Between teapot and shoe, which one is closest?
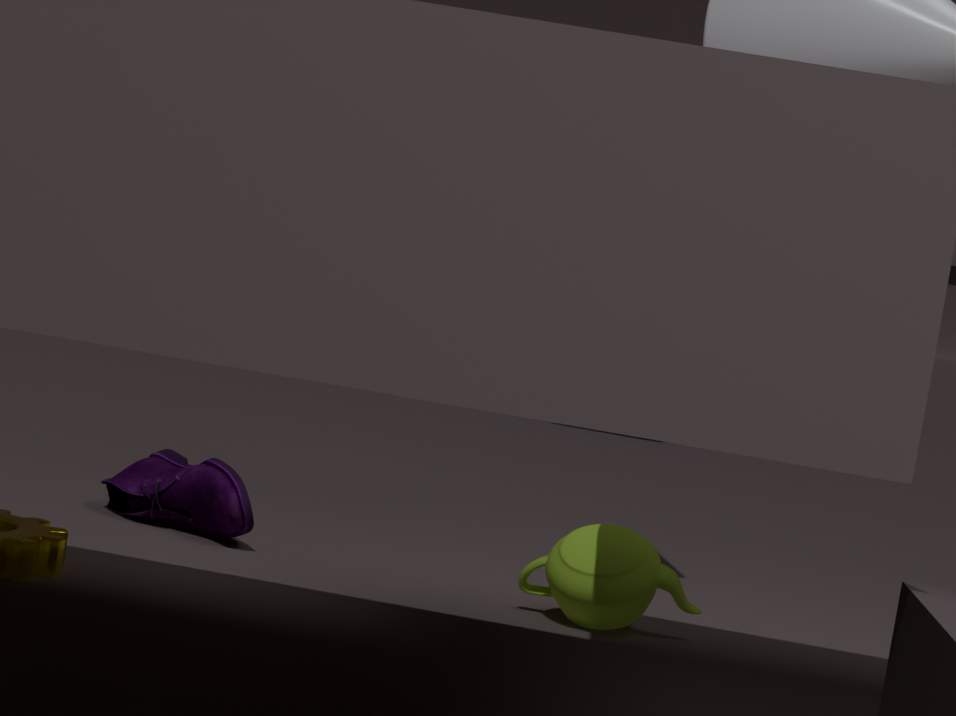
teapot
